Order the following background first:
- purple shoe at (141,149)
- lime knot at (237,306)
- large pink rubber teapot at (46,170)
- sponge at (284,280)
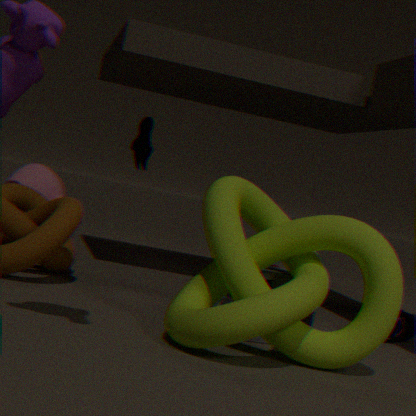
large pink rubber teapot at (46,170), purple shoe at (141,149), sponge at (284,280), lime knot at (237,306)
